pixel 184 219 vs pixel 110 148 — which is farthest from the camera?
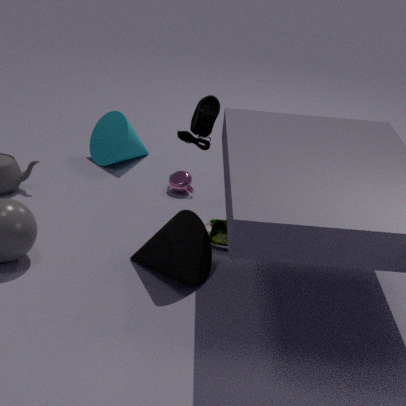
pixel 110 148
